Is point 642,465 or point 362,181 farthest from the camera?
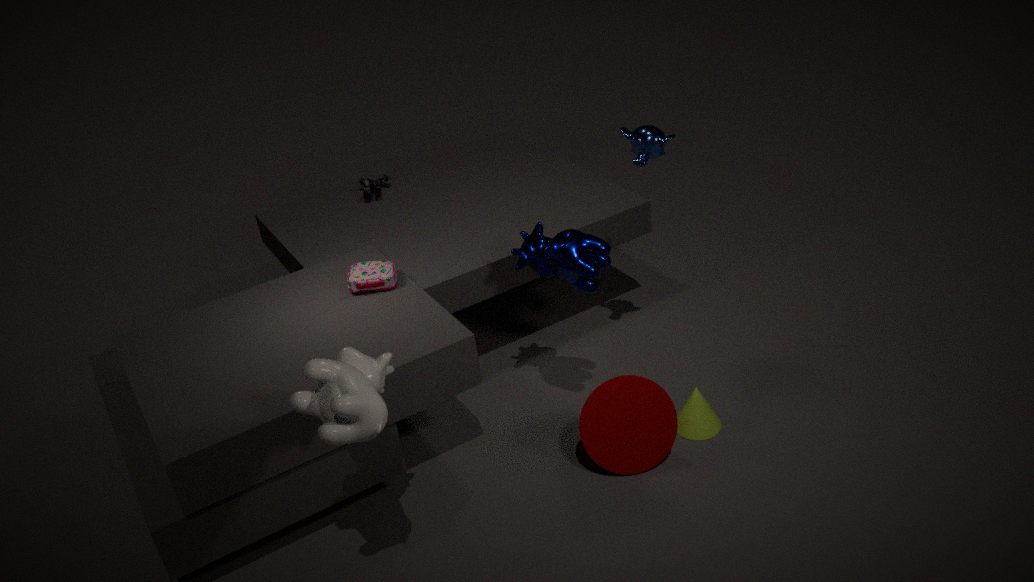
point 362,181
